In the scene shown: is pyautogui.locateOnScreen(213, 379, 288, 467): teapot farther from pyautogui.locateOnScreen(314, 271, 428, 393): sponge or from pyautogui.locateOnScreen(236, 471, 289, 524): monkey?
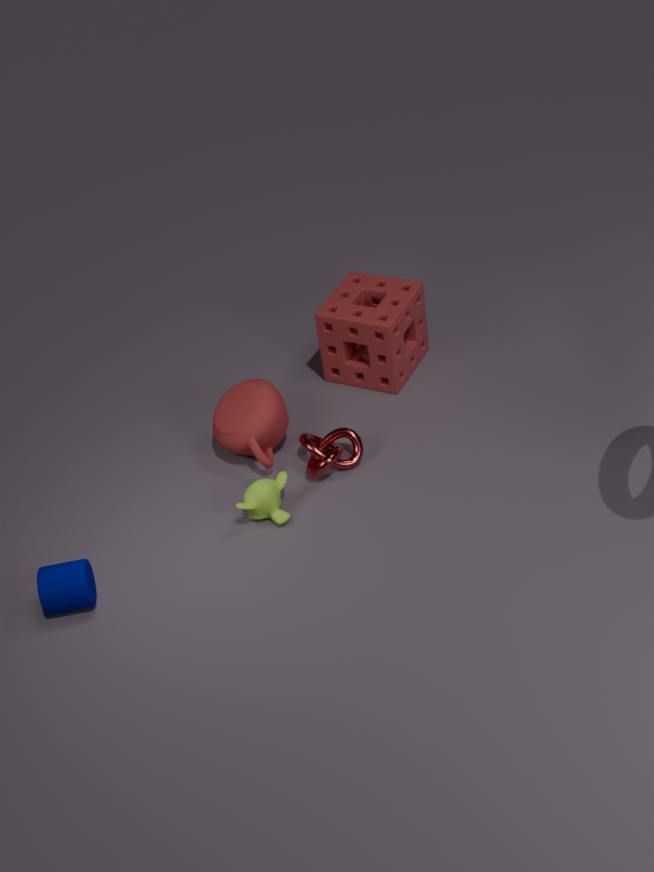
pyautogui.locateOnScreen(314, 271, 428, 393): sponge
